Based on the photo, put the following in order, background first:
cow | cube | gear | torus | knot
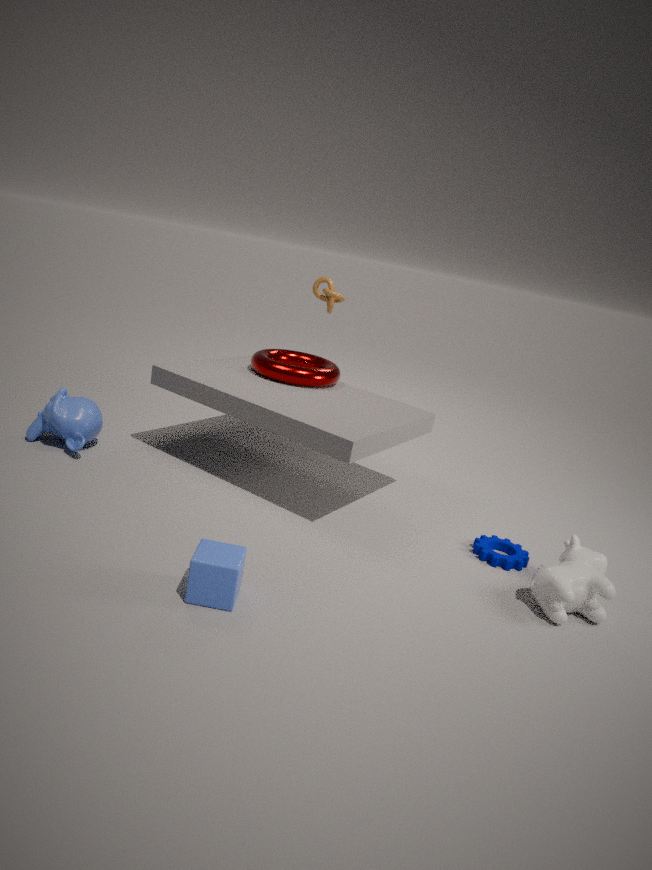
knot < torus < gear < cow < cube
